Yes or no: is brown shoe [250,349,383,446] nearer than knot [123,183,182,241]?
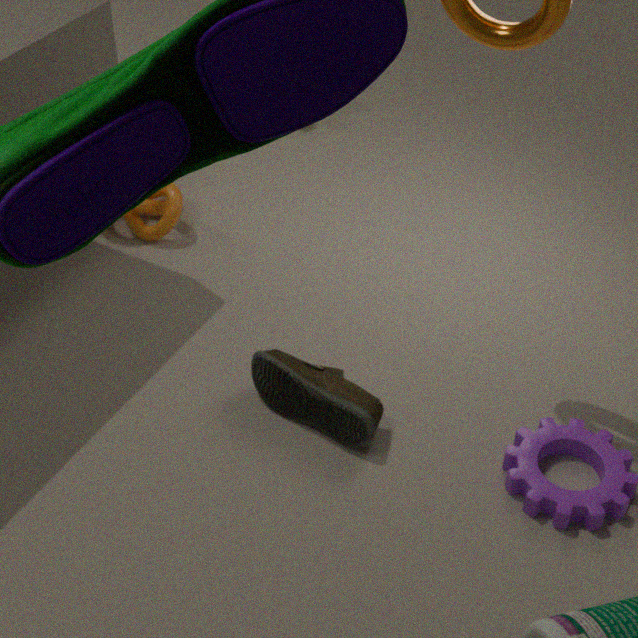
Yes
